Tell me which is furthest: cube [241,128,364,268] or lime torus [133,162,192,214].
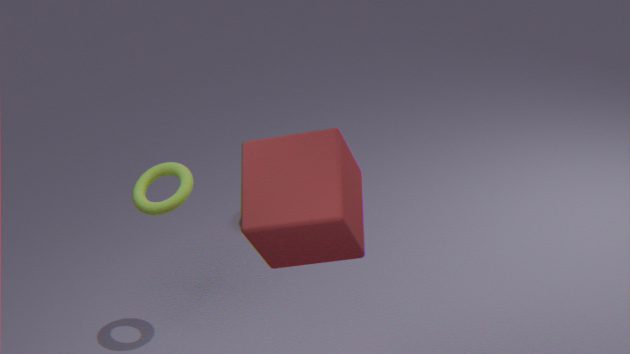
lime torus [133,162,192,214]
